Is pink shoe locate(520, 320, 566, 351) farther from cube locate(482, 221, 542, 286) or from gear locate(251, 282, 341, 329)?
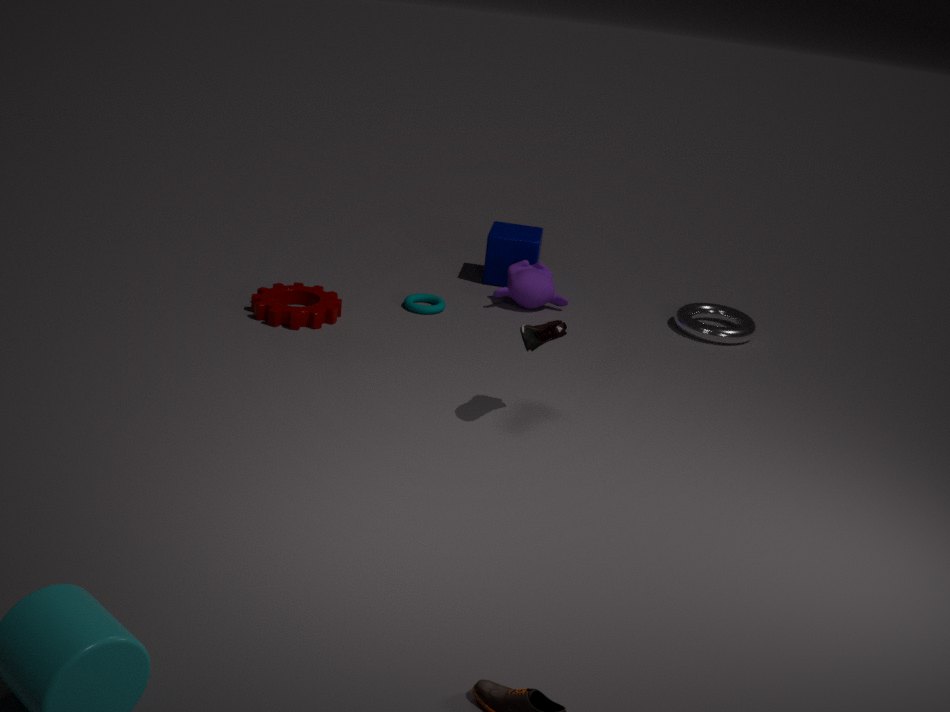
cube locate(482, 221, 542, 286)
